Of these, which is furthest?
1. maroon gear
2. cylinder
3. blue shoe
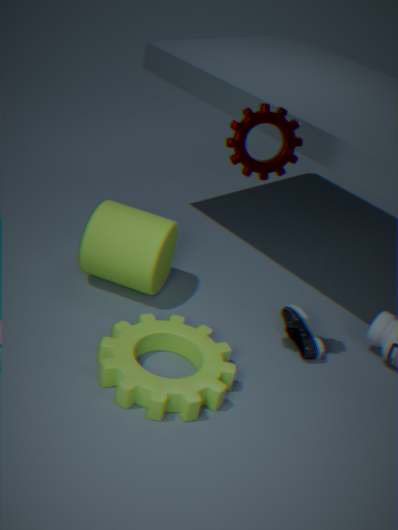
cylinder
